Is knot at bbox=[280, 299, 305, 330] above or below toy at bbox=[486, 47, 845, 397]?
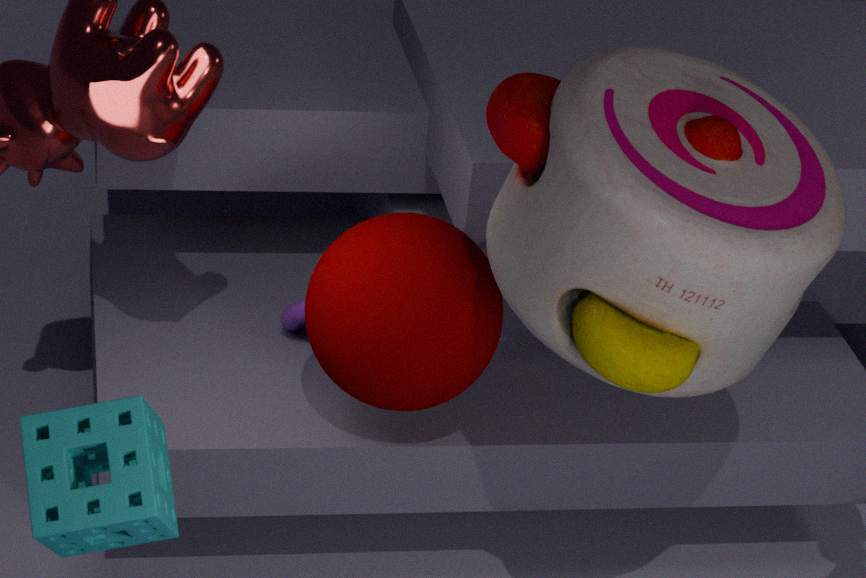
below
